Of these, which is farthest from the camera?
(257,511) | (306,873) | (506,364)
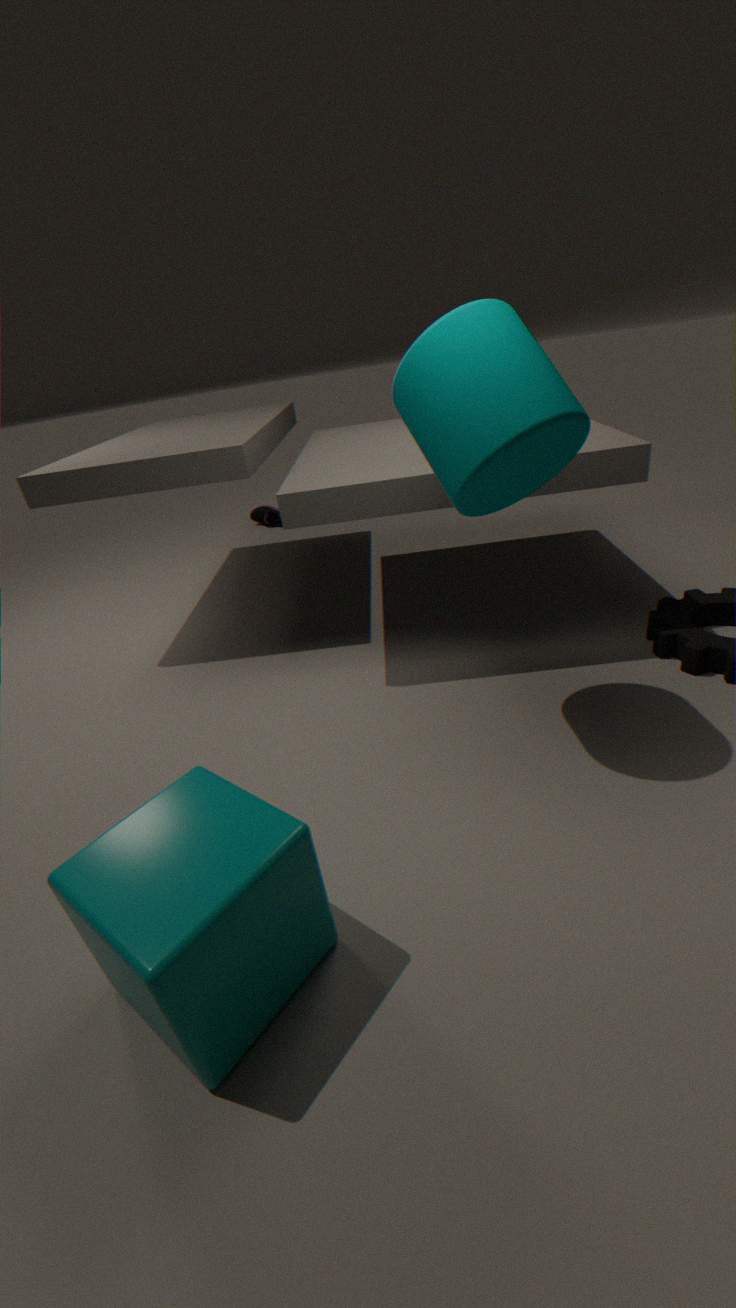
(257,511)
